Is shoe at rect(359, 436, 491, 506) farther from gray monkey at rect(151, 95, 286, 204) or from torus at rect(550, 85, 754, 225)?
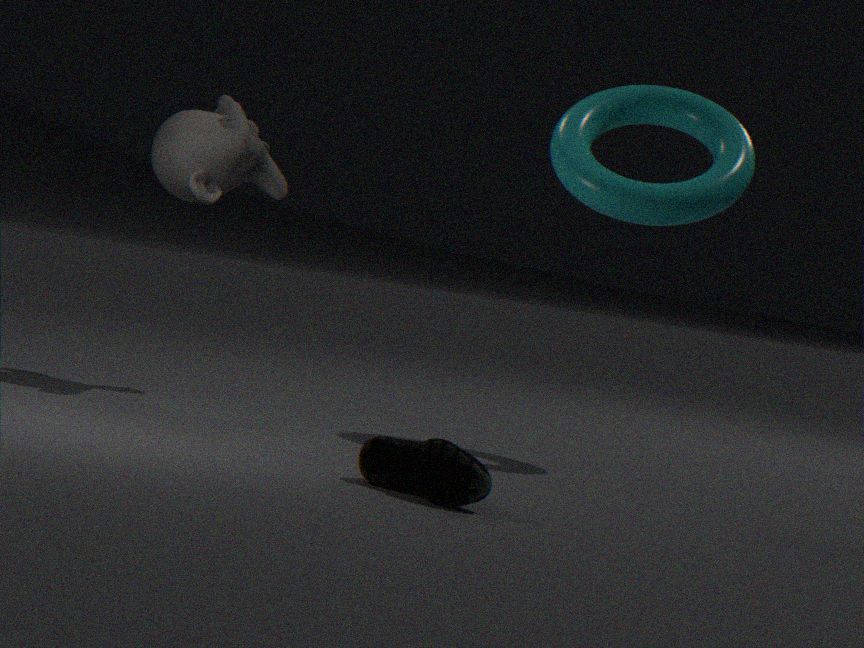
gray monkey at rect(151, 95, 286, 204)
